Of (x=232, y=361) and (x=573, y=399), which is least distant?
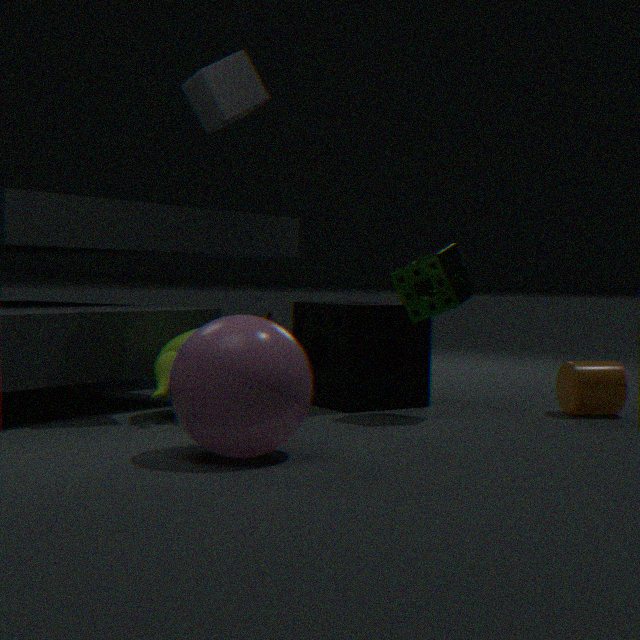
(x=232, y=361)
